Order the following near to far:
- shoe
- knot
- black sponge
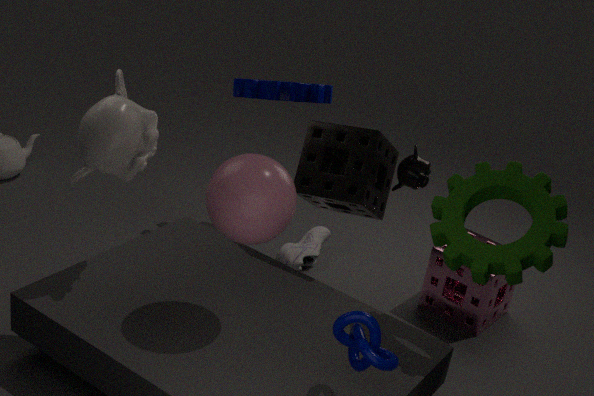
1. knot
2. black sponge
3. shoe
